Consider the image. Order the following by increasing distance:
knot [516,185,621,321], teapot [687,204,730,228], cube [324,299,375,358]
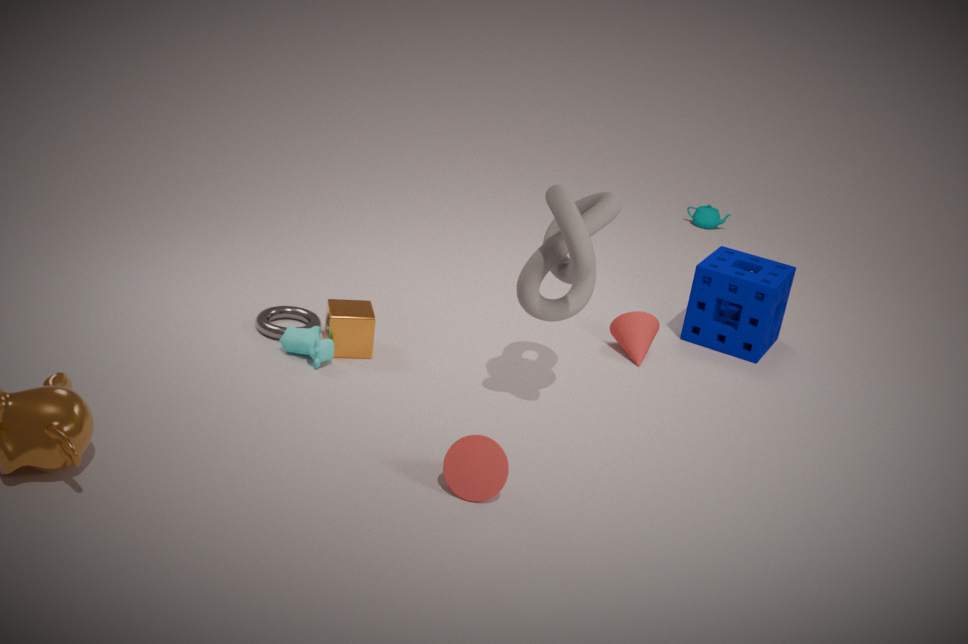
knot [516,185,621,321], cube [324,299,375,358], teapot [687,204,730,228]
